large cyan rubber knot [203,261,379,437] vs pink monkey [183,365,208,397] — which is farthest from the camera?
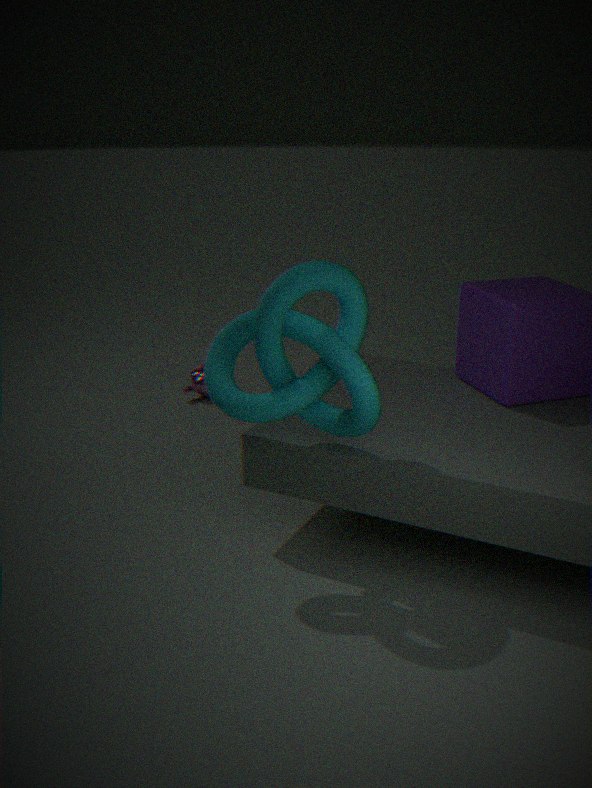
pink monkey [183,365,208,397]
